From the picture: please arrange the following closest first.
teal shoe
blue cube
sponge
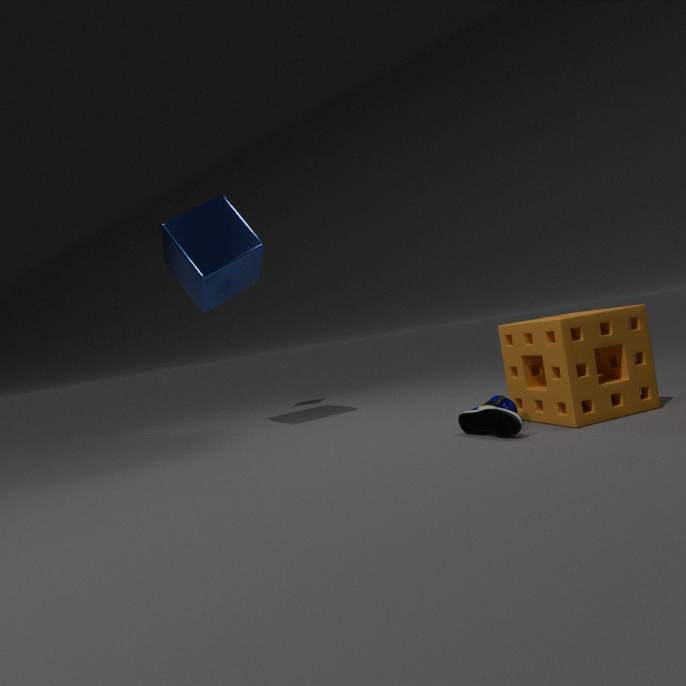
1. teal shoe
2. sponge
3. blue cube
